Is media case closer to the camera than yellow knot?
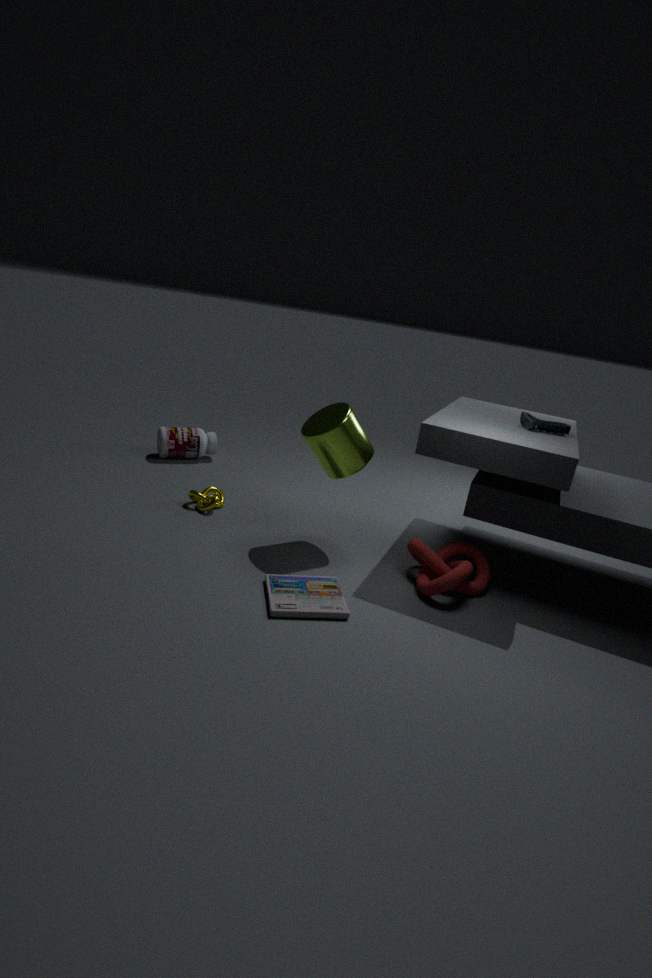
Yes
